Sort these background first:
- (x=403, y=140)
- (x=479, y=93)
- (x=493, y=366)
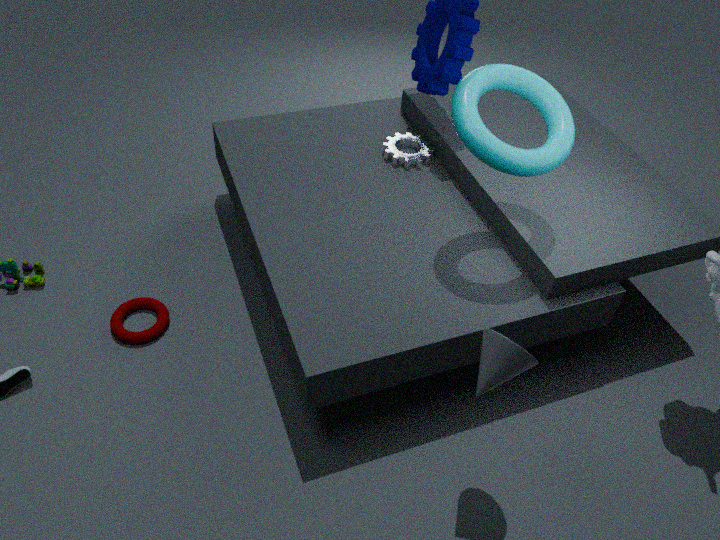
(x=403, y=140)
(x=479, y=93)
(x=493, y=366)
